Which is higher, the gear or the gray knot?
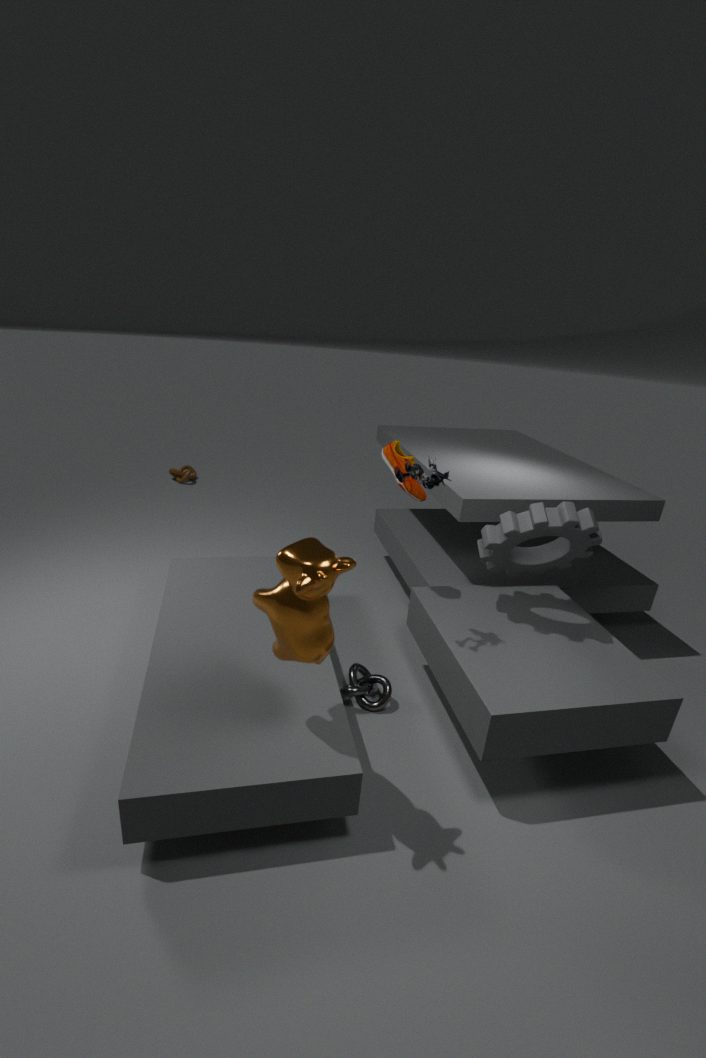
the gear
